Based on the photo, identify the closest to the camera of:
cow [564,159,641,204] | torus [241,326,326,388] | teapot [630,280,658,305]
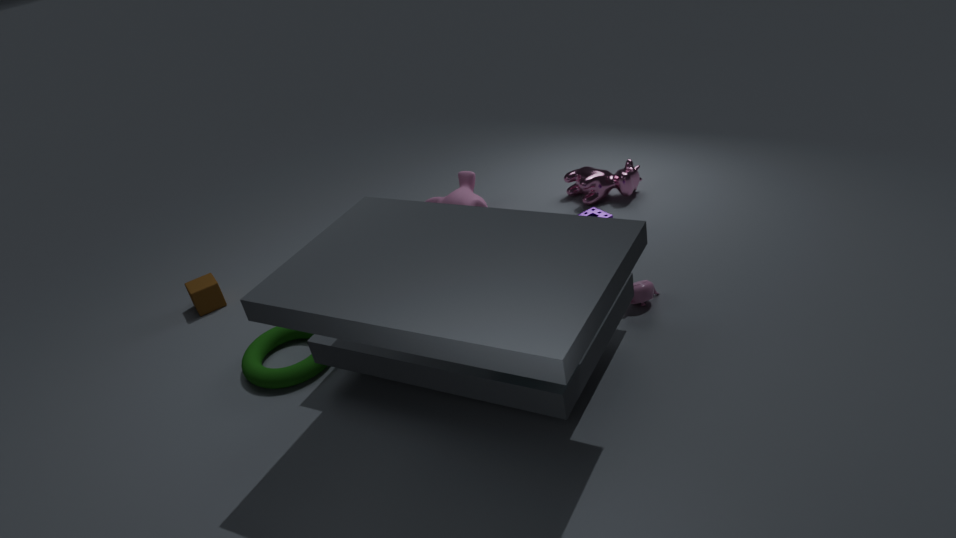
torus [241,326,326,388]
